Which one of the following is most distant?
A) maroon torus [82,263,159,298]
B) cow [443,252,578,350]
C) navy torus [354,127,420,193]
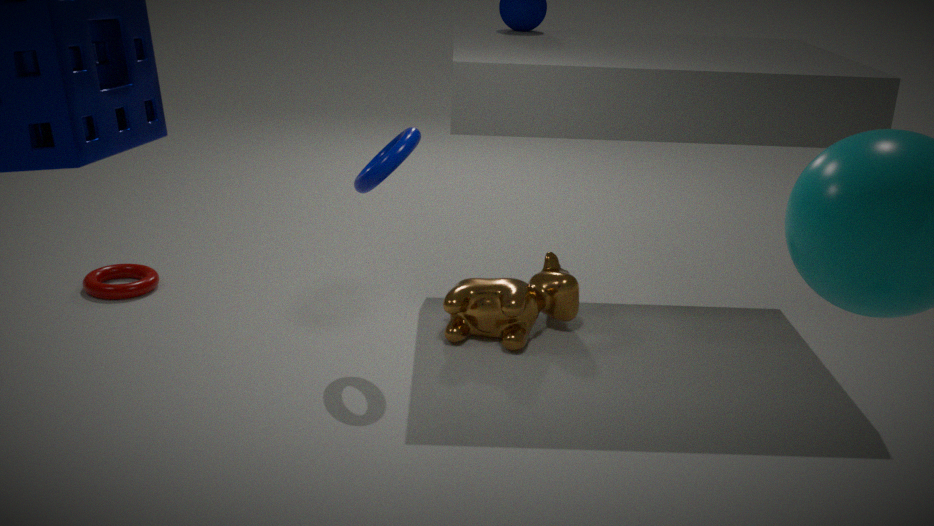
maroon torus [82,263,159,298]
